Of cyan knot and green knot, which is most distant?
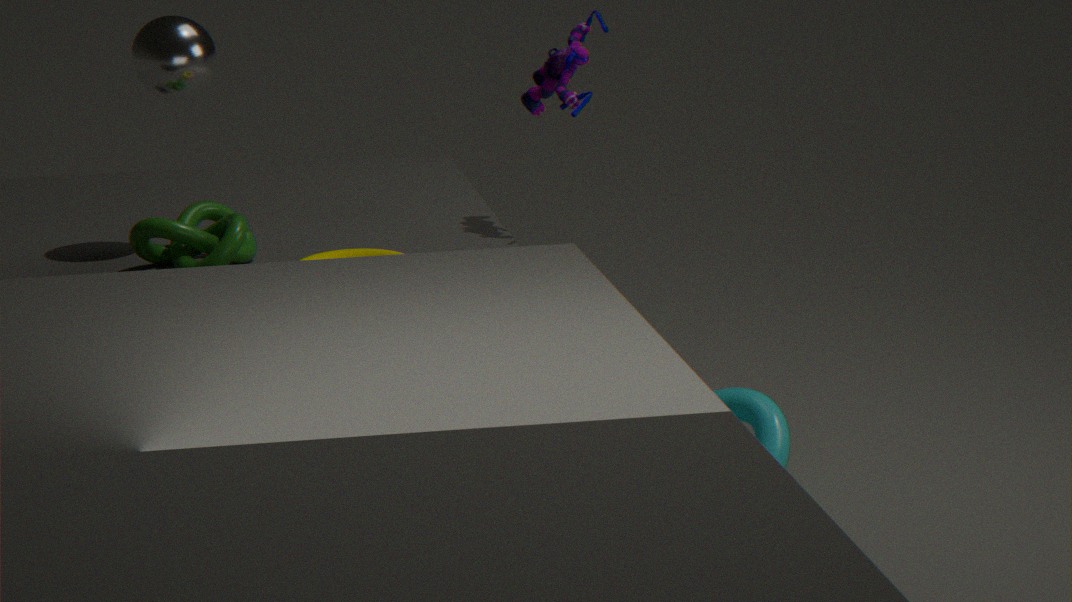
cyan knot
